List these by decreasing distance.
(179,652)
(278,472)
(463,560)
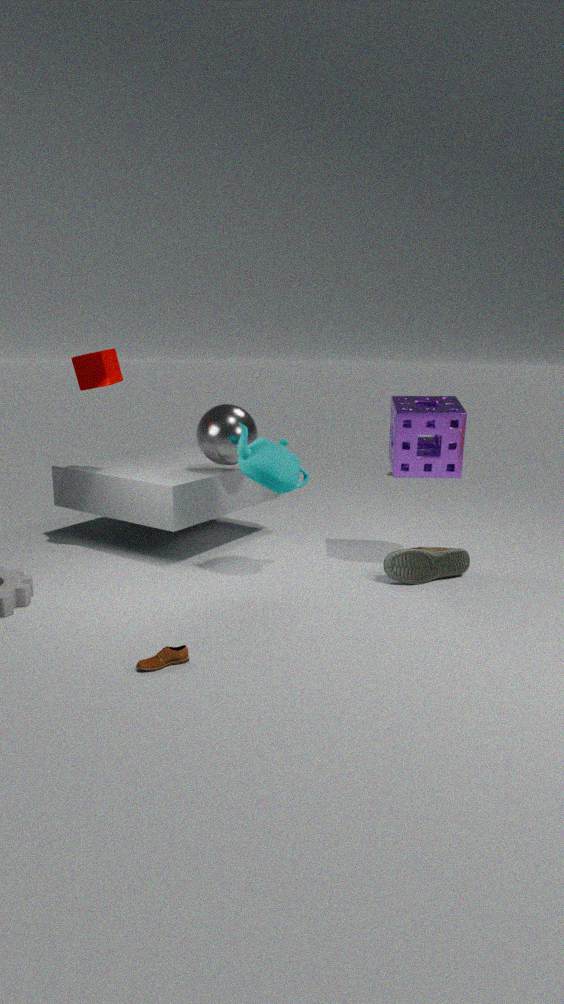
1. (463,560)
2. (278,472)
3. (179,652)
